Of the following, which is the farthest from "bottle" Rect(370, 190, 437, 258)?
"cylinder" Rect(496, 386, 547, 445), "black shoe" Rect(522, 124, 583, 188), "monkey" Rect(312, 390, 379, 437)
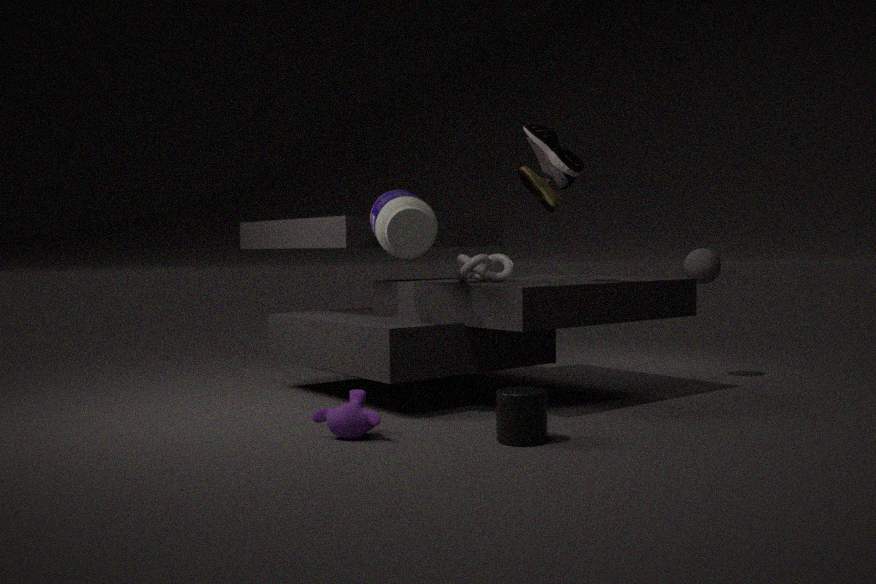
"cylinder" Rect(496, 386, 547, 445)
